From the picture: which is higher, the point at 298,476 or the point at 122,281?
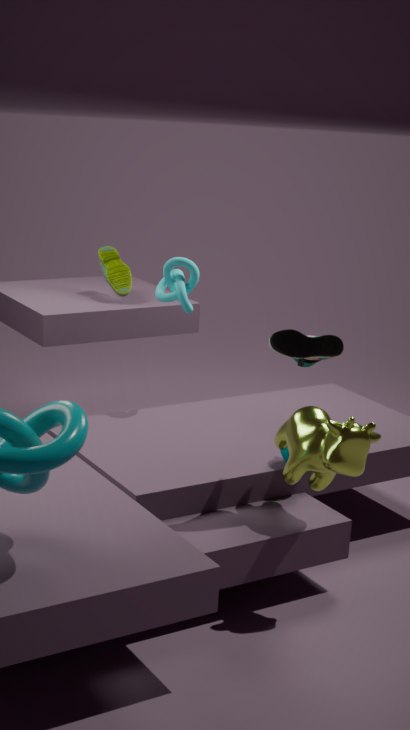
the point at 122,281
